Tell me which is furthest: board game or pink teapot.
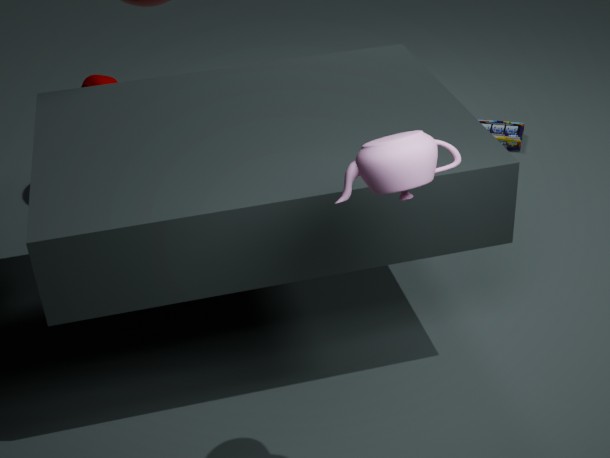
board game
